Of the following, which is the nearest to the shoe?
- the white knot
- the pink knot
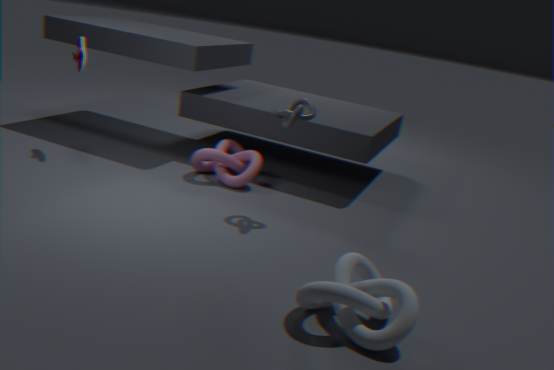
the pink knot
